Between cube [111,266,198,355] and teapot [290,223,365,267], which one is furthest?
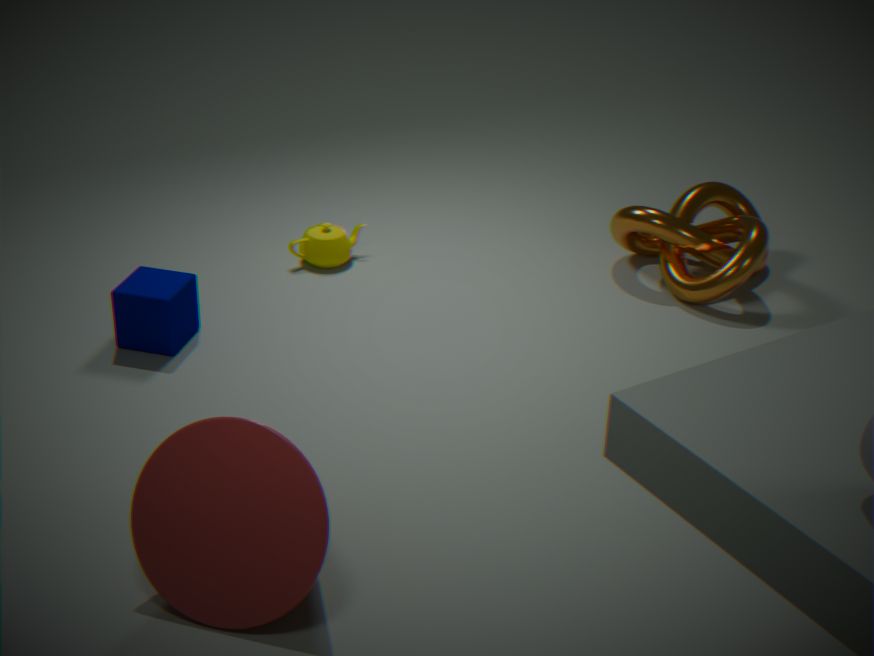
teapot [290,223,365,267]
